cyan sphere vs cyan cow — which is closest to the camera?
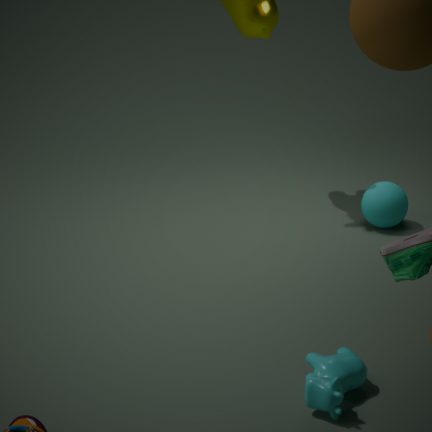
cyan cow
